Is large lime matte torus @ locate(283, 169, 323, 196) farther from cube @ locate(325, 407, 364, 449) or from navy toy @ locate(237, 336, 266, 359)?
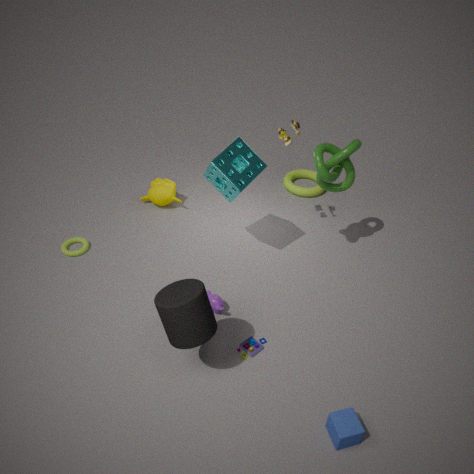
cube @ locate(325, 407, 364, 449)
